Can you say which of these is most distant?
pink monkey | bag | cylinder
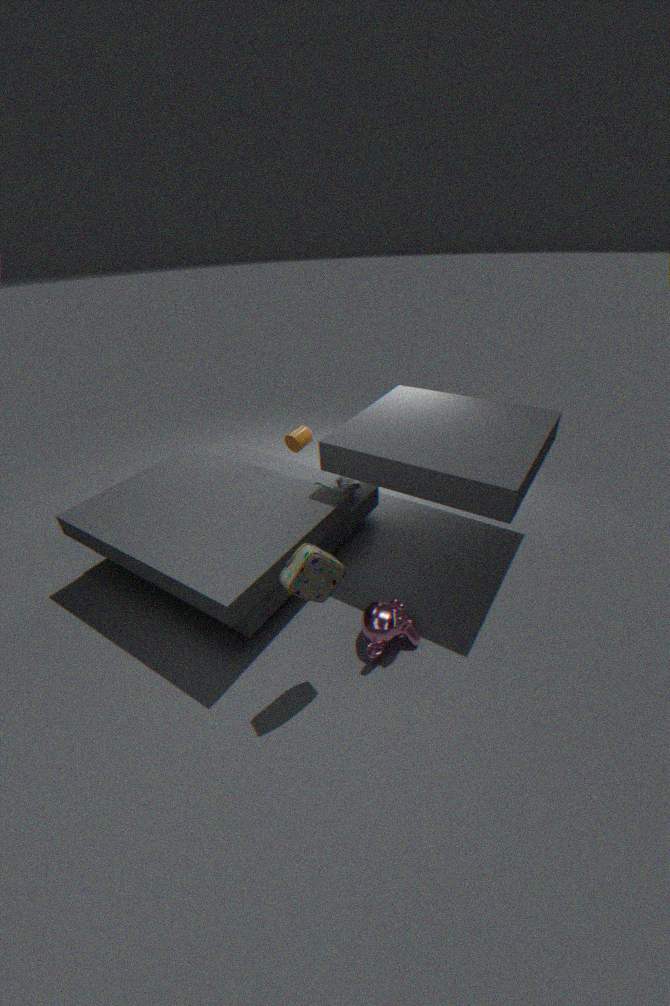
cylinder
